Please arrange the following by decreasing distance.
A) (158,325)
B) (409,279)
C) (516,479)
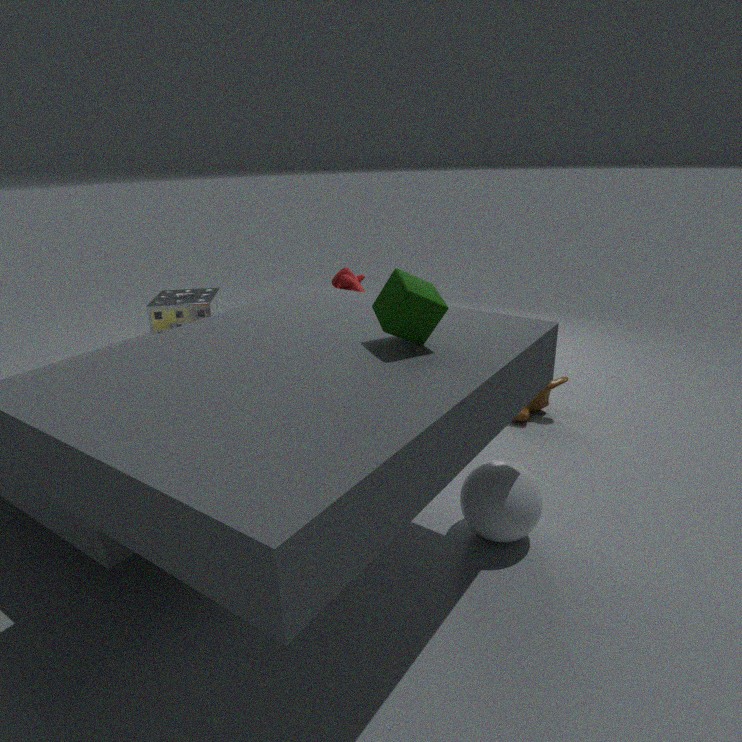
(158,325) < (516,479) < (409,279)
